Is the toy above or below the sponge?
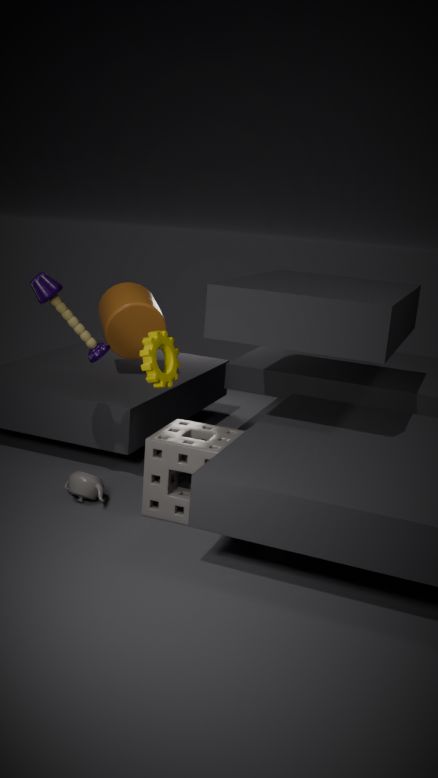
above
